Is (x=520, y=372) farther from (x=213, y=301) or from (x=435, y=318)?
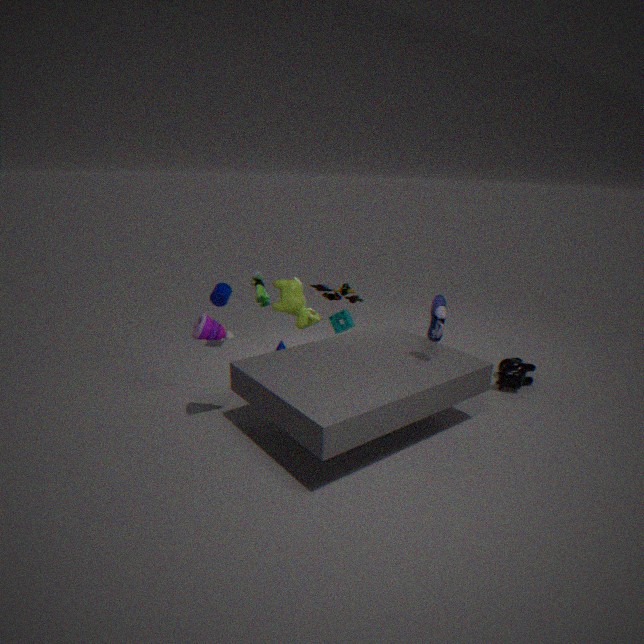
(x=213, y=301)
